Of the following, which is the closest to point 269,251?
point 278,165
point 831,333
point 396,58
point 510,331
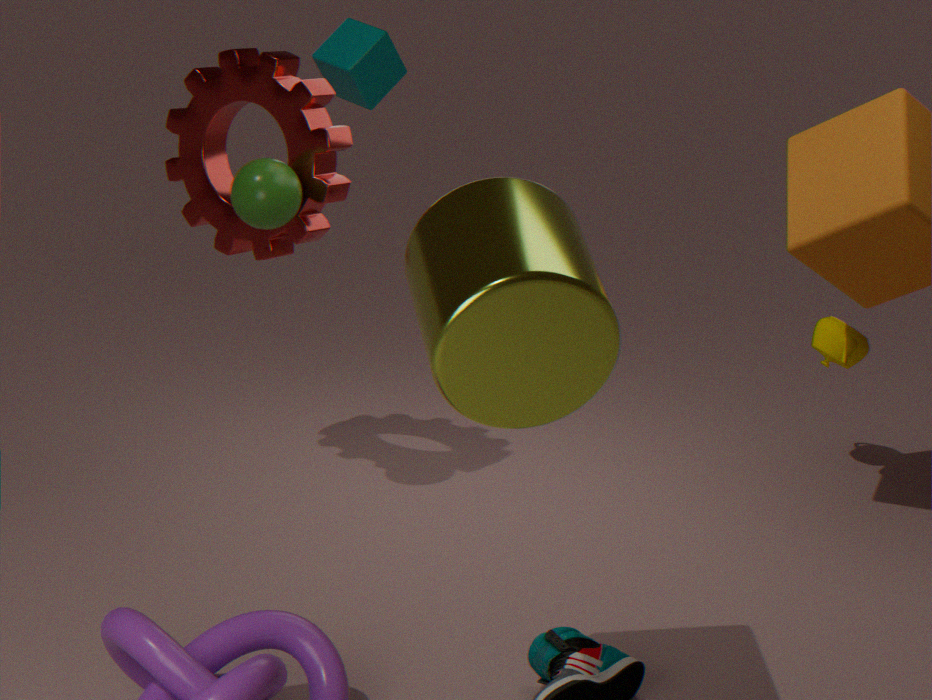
point 278,165
